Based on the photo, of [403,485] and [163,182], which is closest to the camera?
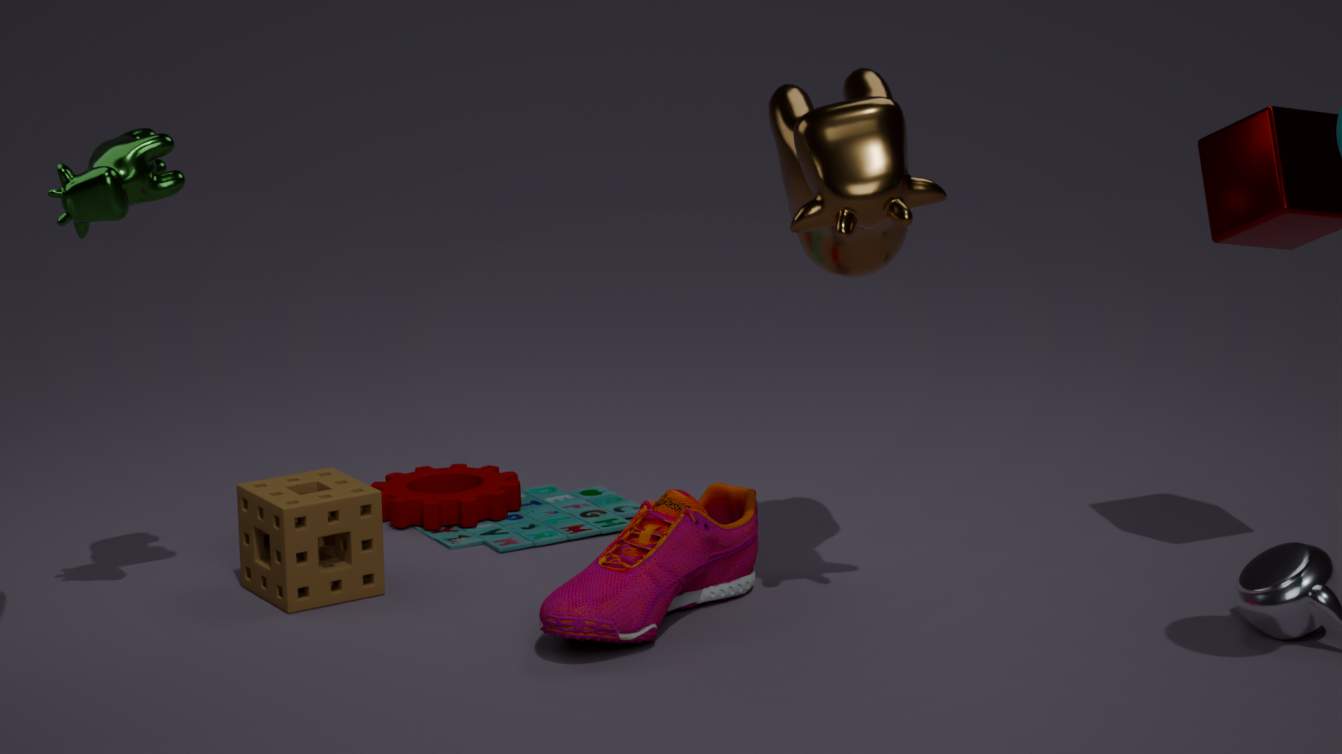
[163,182]
